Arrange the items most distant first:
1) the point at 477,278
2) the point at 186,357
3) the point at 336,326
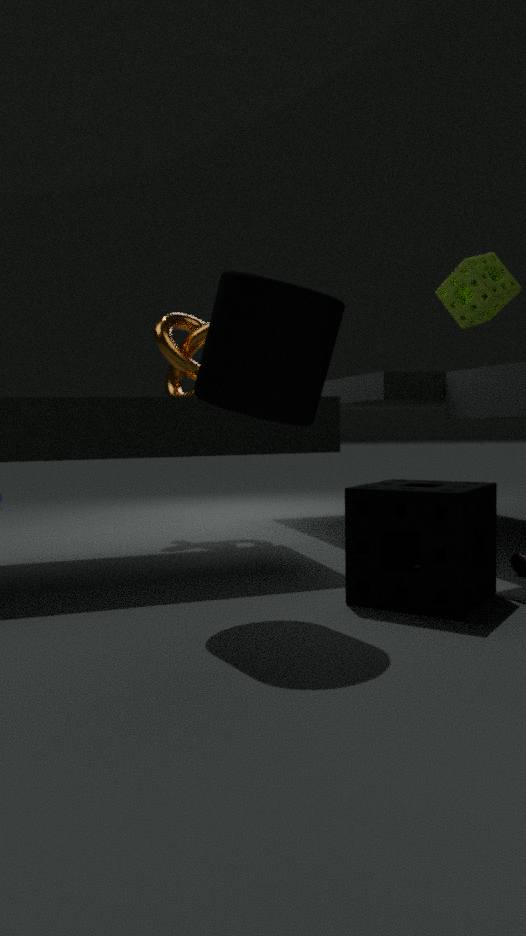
2. the point at 186,357, 1. the point at 477,278, 3. the point at 336,326
